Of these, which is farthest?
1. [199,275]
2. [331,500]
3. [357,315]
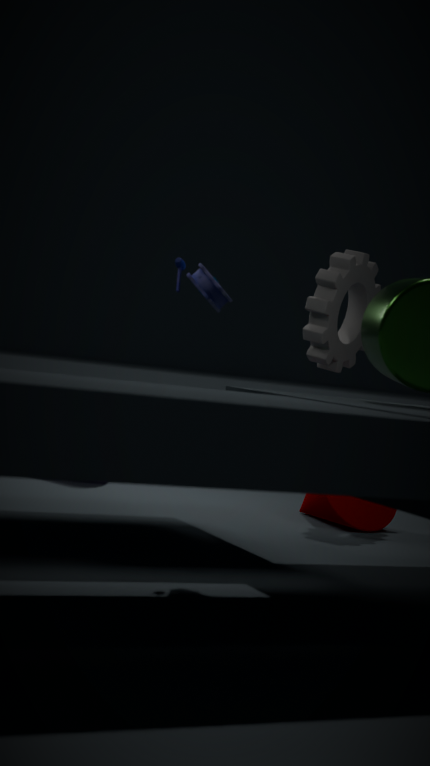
[357,315]
